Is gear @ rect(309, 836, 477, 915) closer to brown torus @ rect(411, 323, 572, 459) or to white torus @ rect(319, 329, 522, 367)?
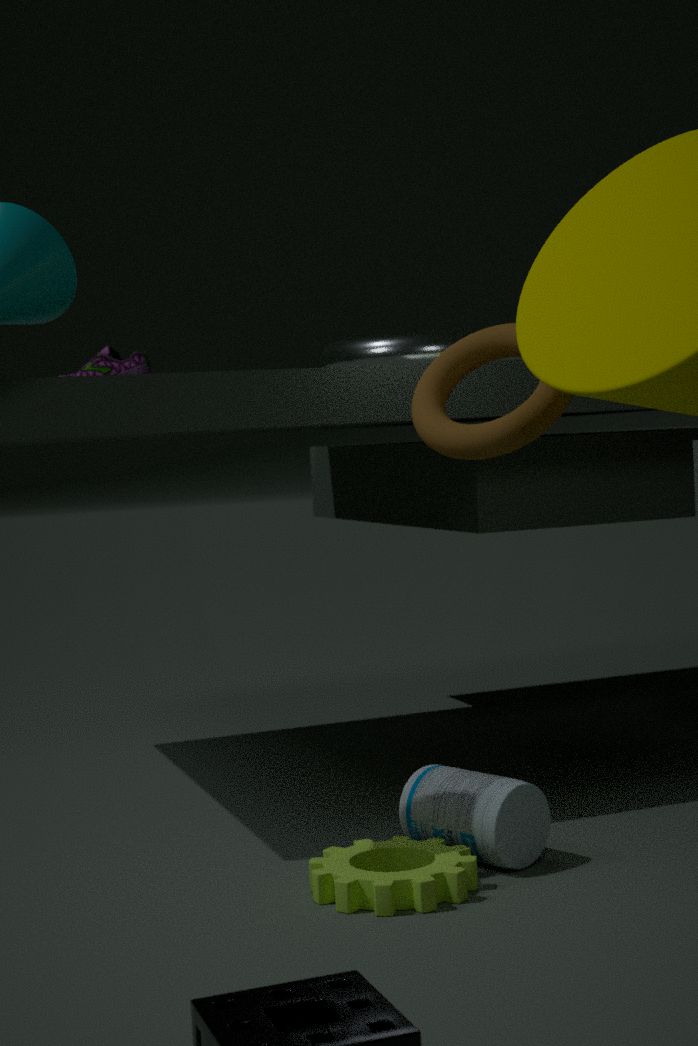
brown torus @ rect(411, 323, 572, 459)
